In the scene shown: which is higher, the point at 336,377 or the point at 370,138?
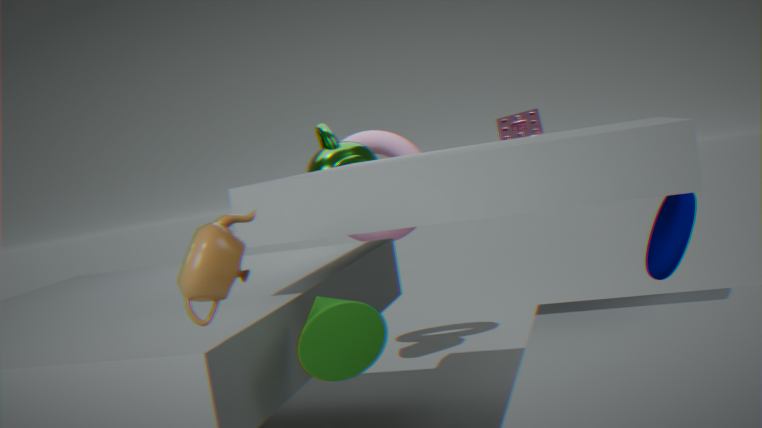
the point at 370,138
